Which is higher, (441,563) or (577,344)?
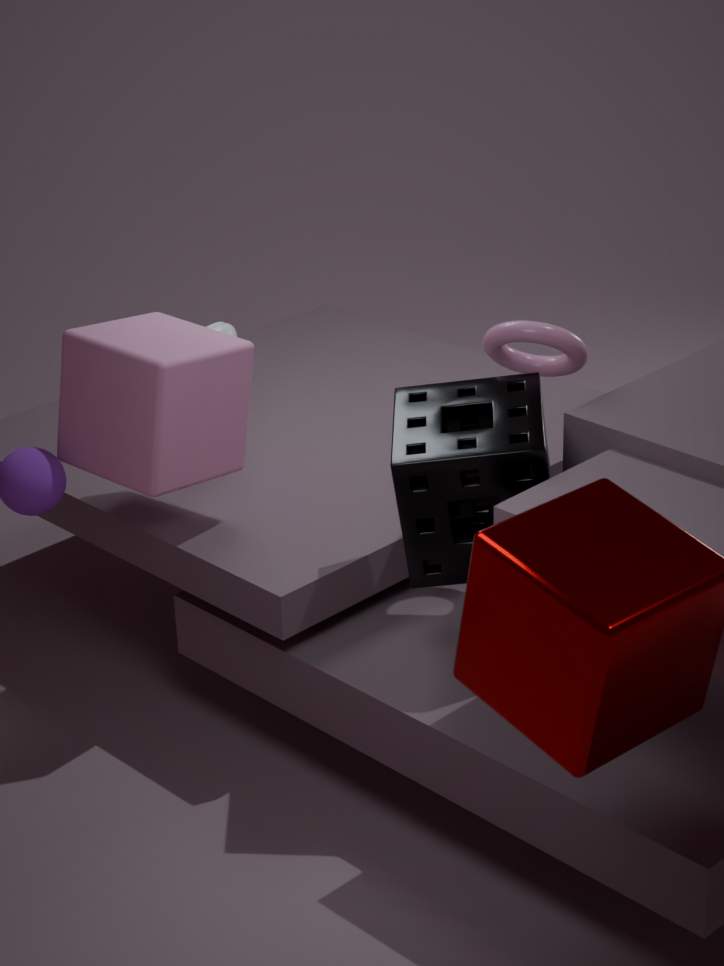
(577,344)
